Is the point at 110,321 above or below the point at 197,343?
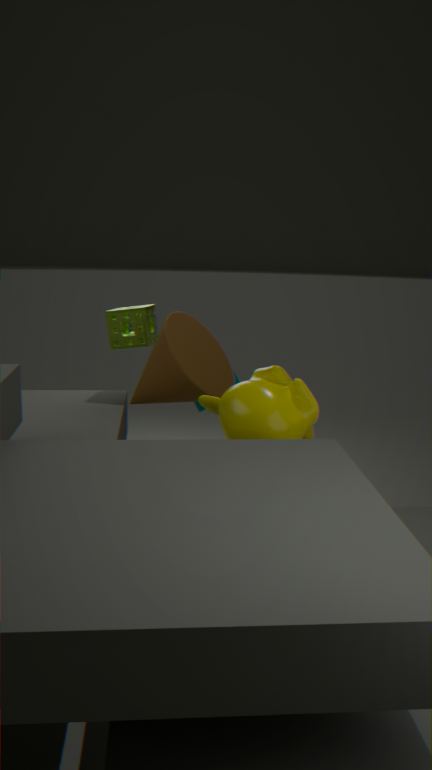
above
